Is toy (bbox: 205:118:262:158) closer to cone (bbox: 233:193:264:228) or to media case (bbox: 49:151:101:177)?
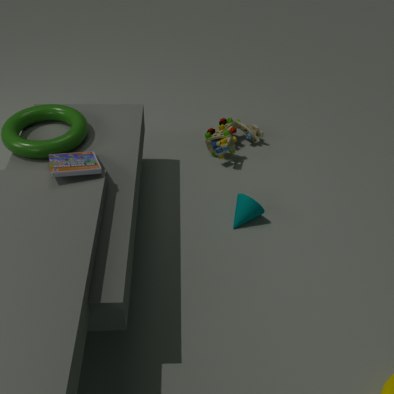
cone (bbox: 233:193:264:228)
